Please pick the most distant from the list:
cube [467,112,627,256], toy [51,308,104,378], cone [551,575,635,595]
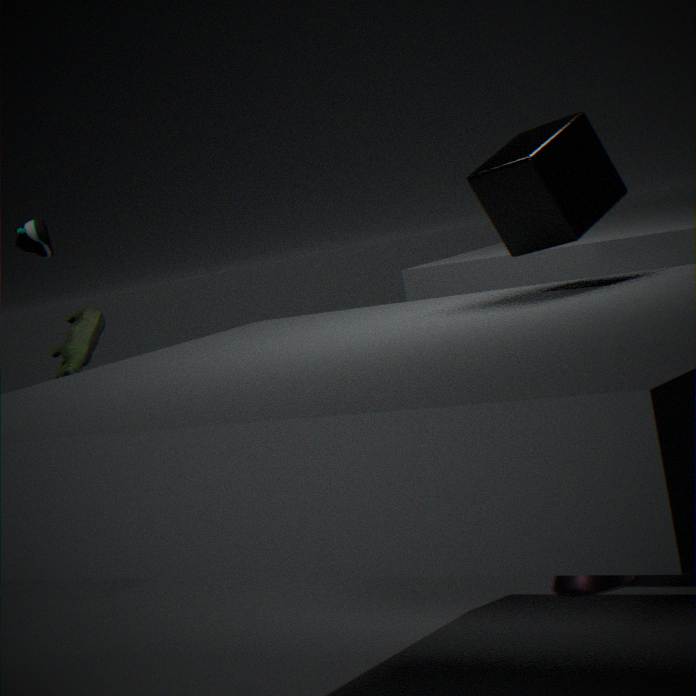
toy [51,308,104,378]
